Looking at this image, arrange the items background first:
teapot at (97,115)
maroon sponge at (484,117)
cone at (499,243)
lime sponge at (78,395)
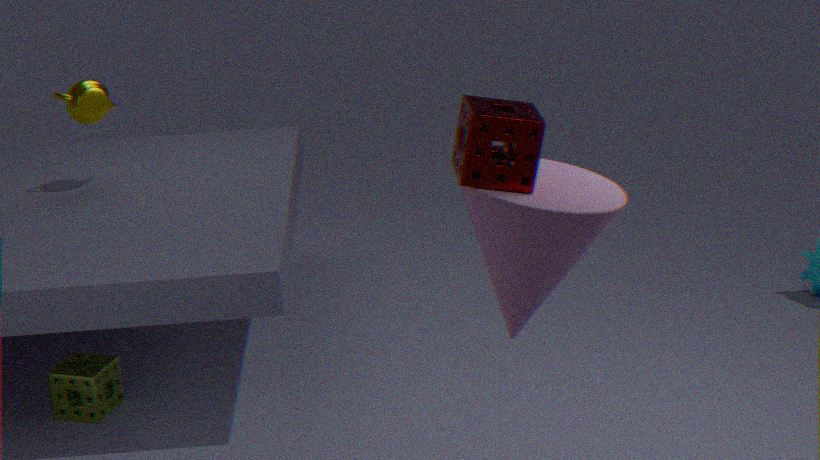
1. teapot at (97,115)
2. lime sponge at (78,395)
3. cone at (499,243)
4. maroon sponge at (484,117)
